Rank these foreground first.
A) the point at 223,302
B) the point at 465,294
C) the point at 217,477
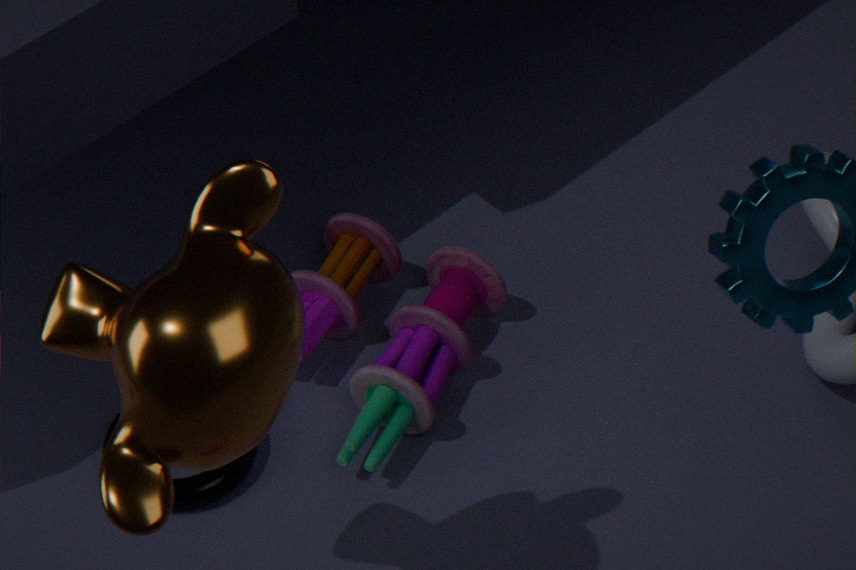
the point at 223,302 → the point at 217,477 → the point at 465,294
